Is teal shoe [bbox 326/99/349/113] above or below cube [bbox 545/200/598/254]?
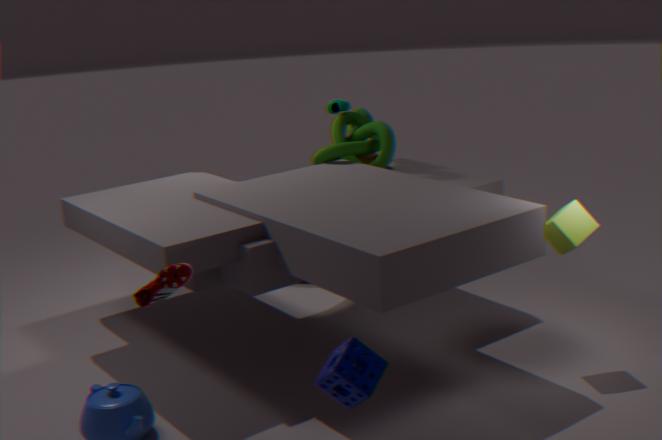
above
